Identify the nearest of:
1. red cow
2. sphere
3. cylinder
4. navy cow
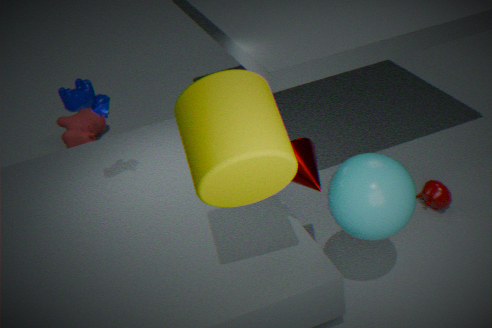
cylinder
